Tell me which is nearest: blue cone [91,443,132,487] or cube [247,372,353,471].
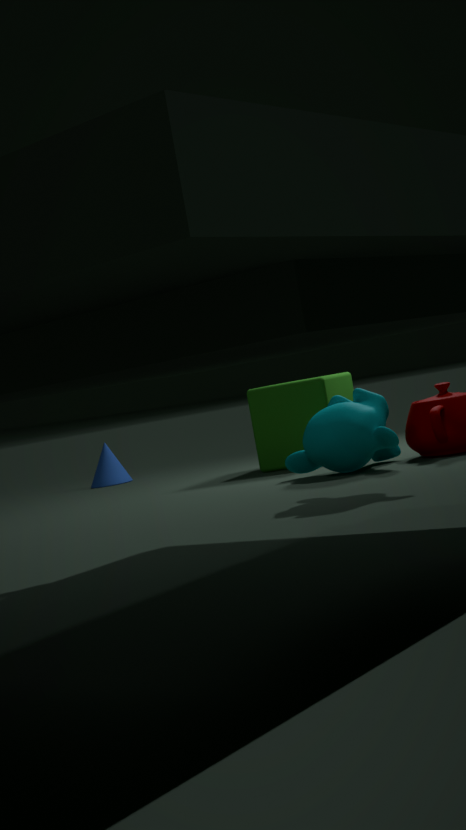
cube [247,372,353,471]
